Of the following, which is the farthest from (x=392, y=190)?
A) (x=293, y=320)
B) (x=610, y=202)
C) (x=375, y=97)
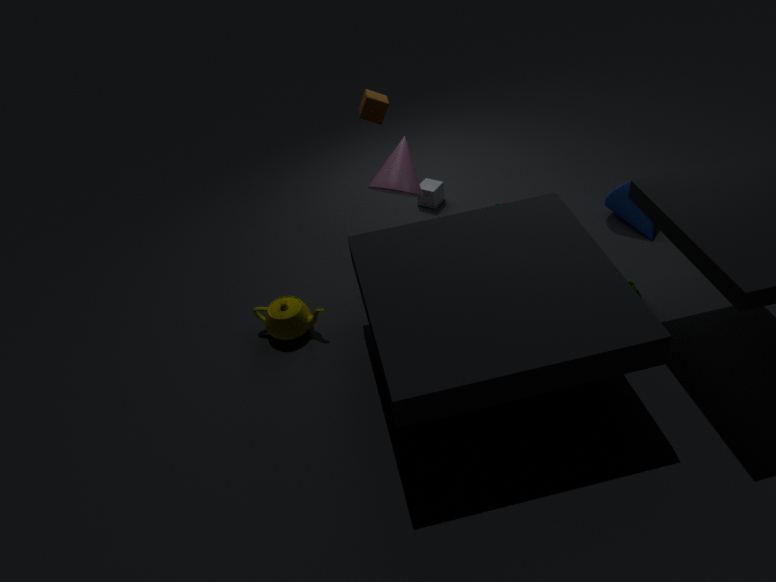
(x=610, y=202)
